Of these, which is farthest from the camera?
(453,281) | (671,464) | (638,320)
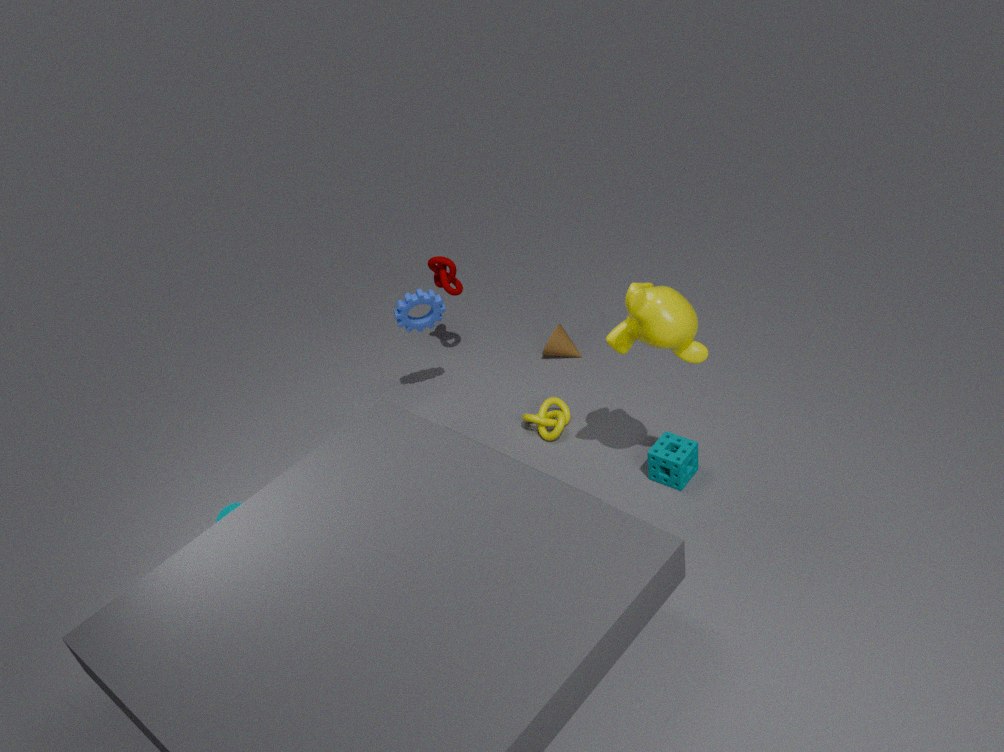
(453,281)
